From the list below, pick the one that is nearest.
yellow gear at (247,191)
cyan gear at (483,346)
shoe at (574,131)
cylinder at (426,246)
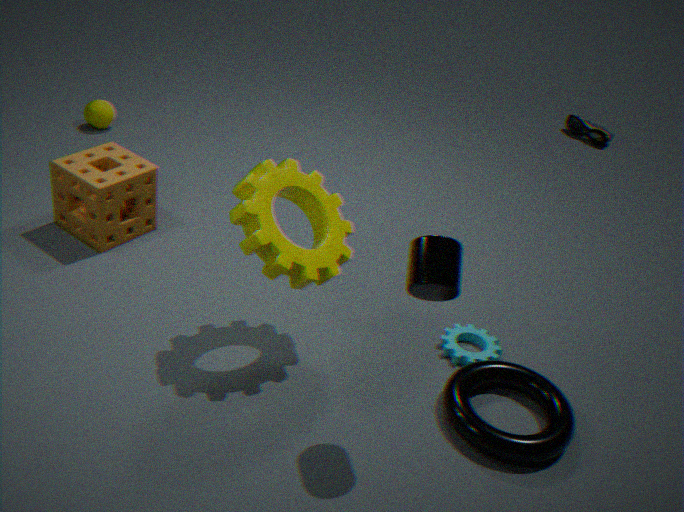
cylinder at (426,246)
